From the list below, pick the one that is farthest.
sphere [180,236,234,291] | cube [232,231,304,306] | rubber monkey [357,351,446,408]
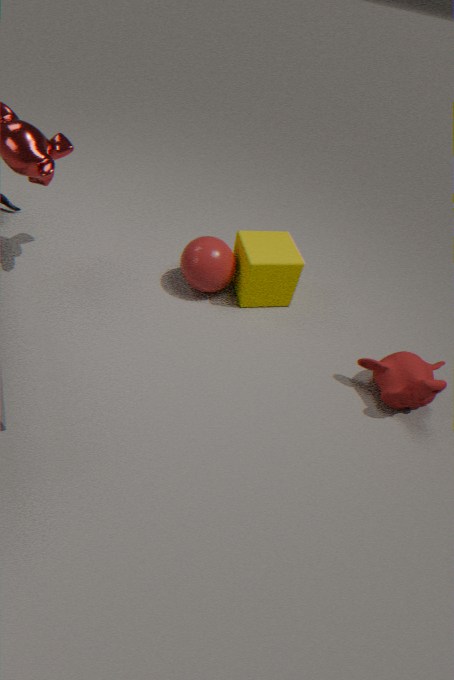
sphere [180,236,234,291]
